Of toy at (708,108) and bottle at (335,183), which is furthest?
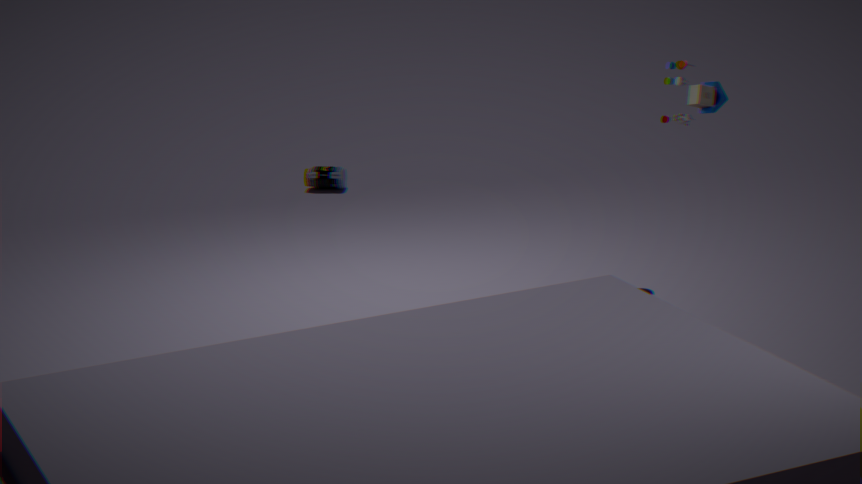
bottle at (335,183)
